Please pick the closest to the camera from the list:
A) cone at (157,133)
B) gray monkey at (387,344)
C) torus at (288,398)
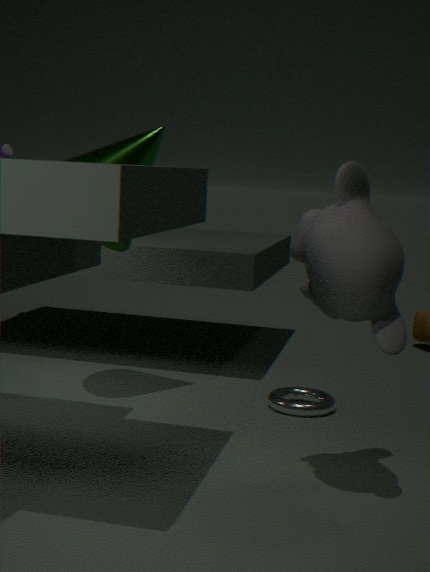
gray monkey at (387,344)
